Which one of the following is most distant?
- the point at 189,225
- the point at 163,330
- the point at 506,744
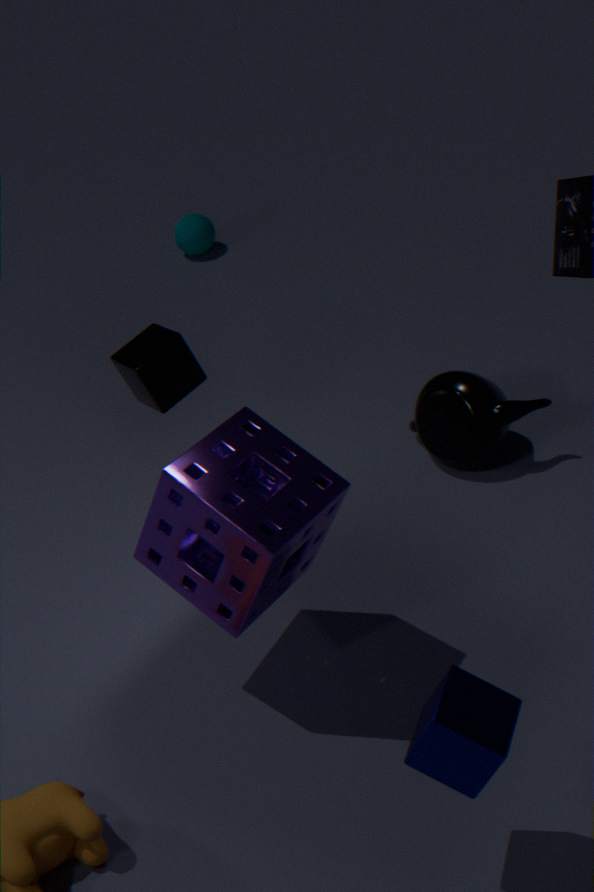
the point at 189,225
